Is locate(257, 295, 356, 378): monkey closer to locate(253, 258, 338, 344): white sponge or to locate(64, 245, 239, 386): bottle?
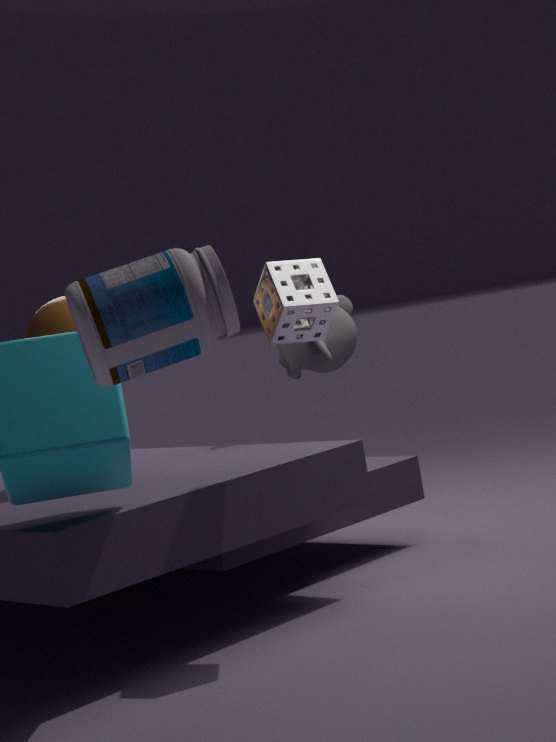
locate(253, 258, 338, 344): white sponge
